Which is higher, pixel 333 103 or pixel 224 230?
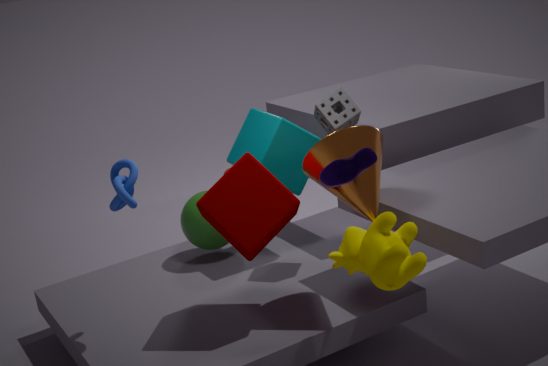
pixel 333 103
